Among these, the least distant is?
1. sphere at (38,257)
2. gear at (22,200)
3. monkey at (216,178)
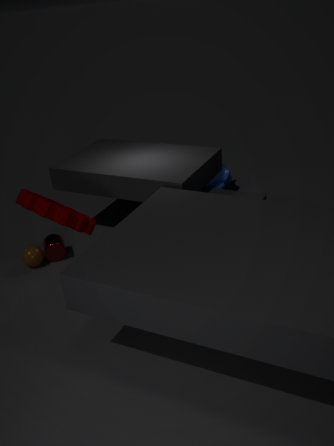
gear at (22,200)
